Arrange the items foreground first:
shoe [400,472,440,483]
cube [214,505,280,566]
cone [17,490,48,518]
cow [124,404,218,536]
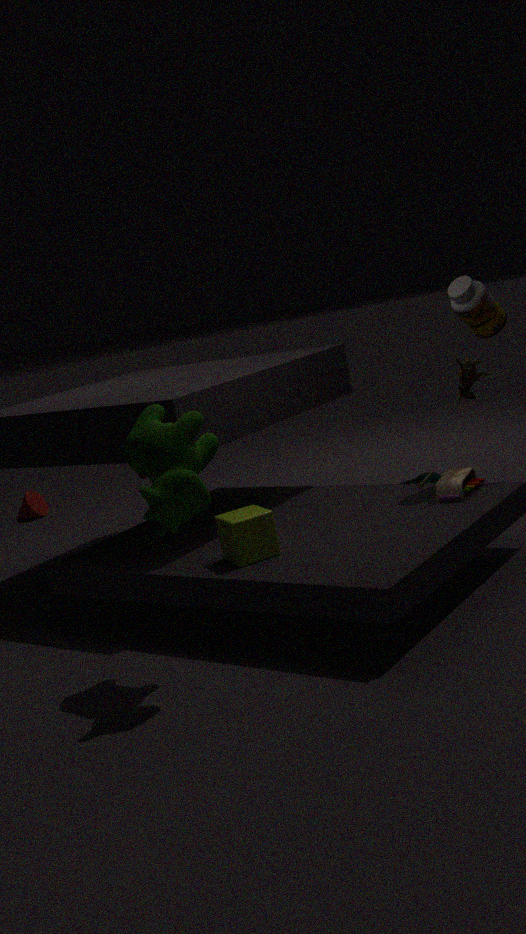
cow [124,404,218,536] → cube [214,505,280,566] → shoe [400,472,440,483] → cone [17,490,48,518]
